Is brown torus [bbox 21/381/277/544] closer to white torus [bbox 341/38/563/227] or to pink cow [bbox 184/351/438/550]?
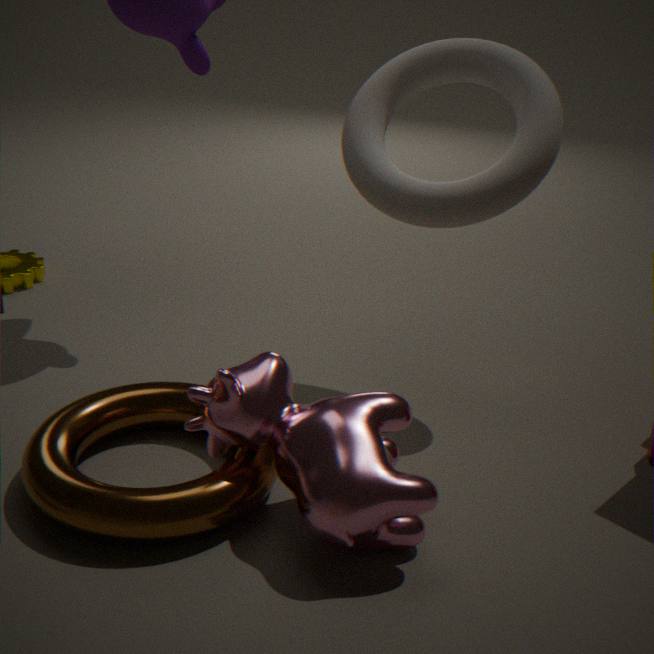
pink cow [bbox 184/351/438/550]
